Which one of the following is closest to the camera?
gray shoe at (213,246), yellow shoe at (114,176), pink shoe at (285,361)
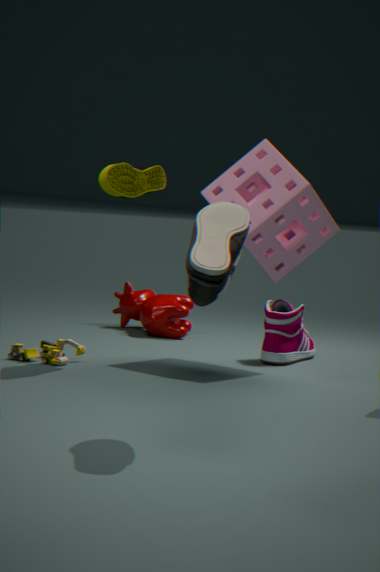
gray shoe at (213,246)
